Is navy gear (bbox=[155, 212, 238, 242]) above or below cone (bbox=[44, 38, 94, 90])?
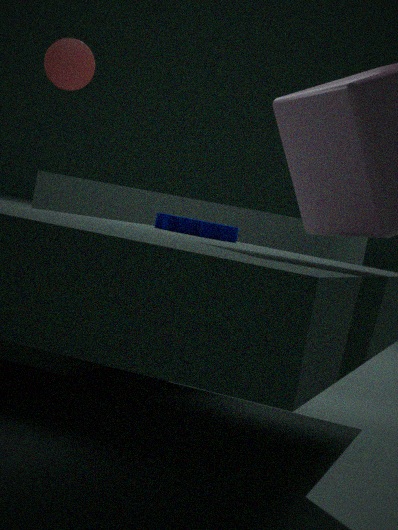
below
